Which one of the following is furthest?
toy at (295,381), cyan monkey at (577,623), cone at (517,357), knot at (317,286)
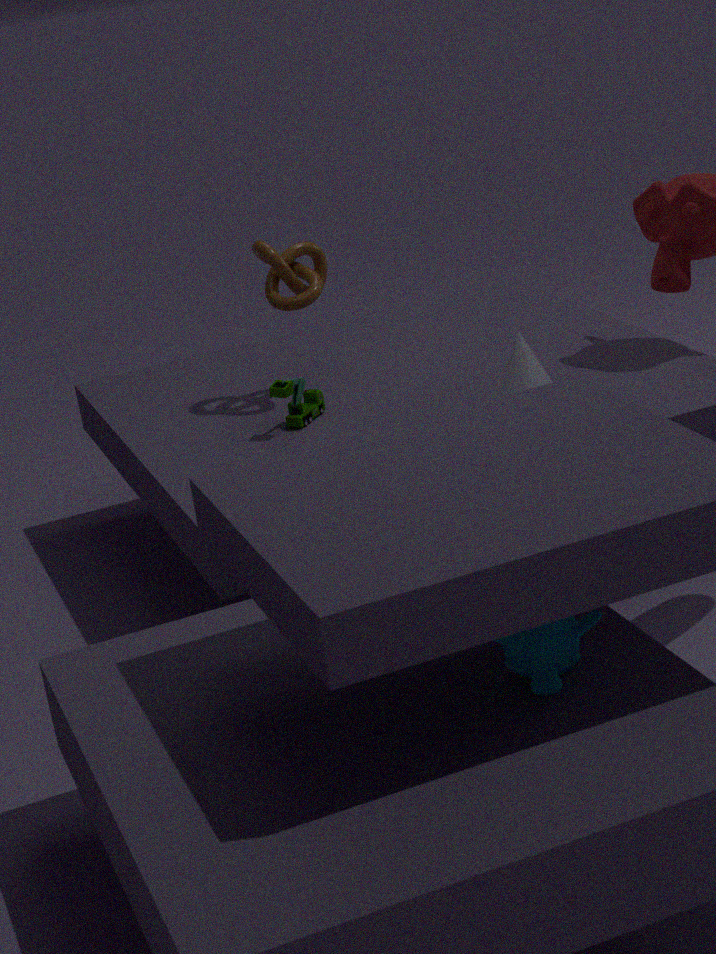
knot at (317,286)
